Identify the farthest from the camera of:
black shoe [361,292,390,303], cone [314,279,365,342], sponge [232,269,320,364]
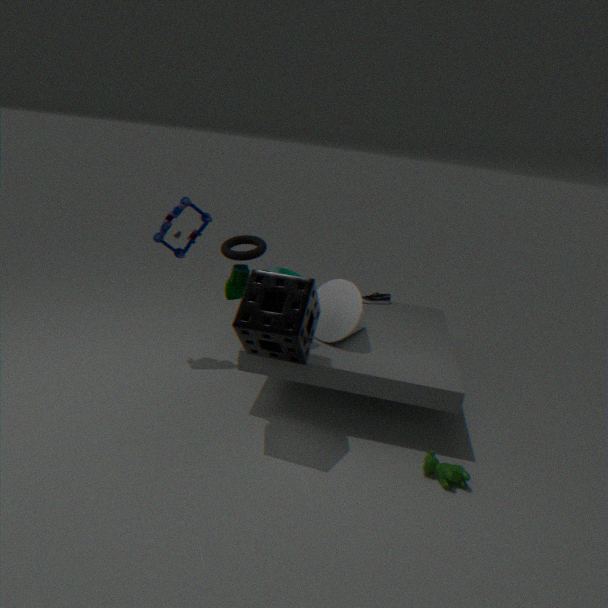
black shoe [361,292,390,303]
